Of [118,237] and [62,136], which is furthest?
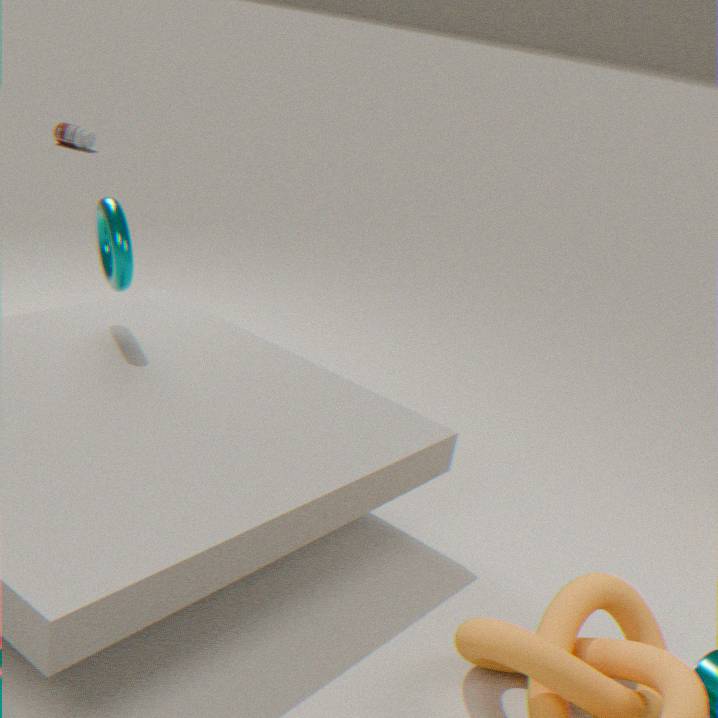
[62,136]
